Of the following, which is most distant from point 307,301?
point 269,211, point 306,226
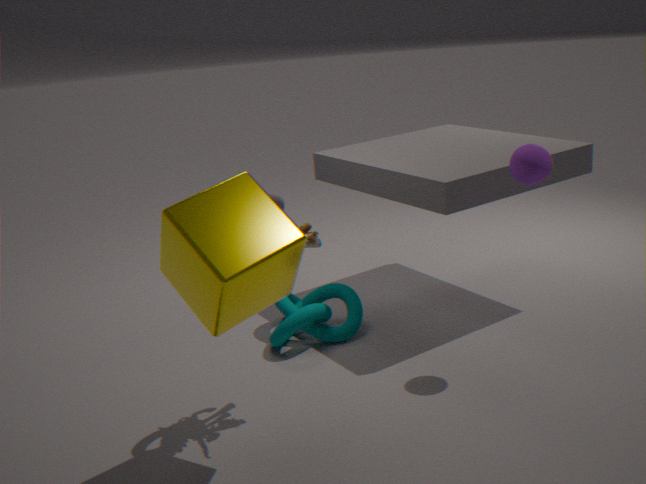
point 269,211
